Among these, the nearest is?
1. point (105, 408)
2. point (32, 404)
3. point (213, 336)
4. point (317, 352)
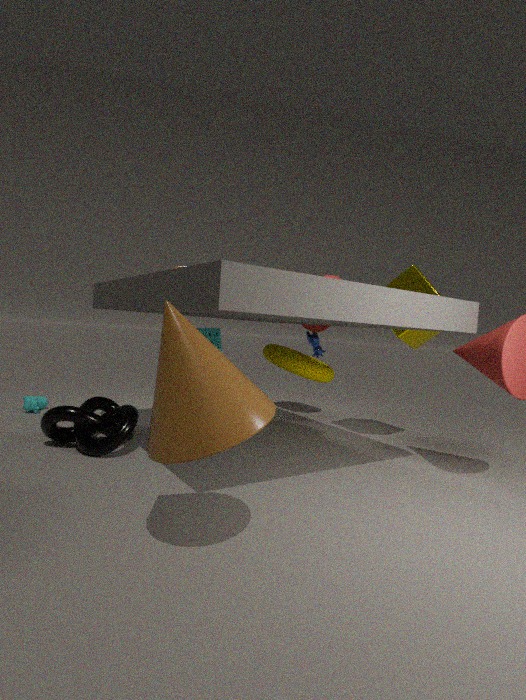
point (213, 336)
